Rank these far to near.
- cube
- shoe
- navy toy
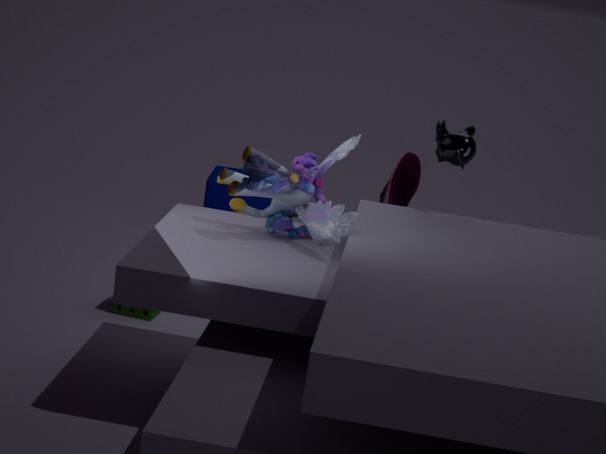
cube < shoe < navy toy
